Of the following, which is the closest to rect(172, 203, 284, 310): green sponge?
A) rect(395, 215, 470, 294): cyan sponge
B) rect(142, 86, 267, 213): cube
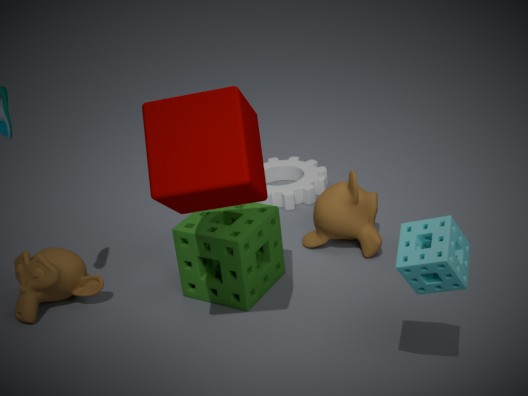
rect(142, 86, 267, 213): cube
